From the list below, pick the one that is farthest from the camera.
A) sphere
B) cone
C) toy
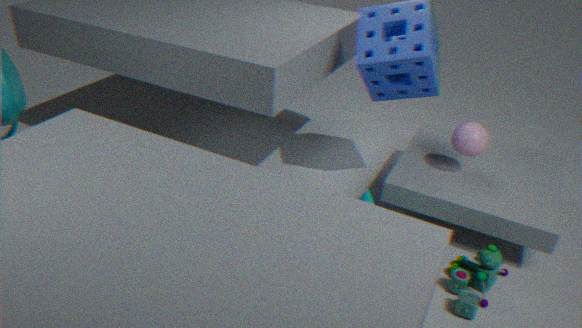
sphere
